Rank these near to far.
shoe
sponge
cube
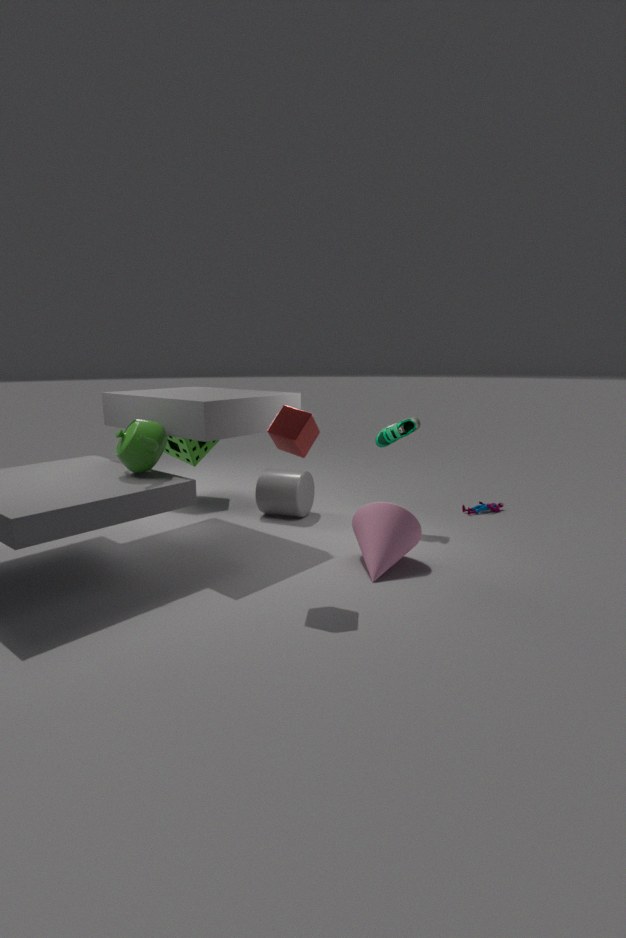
cube < shoe < sponge
